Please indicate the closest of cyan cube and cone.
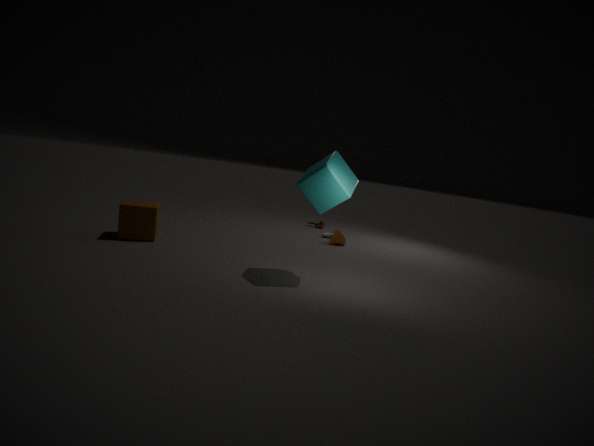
cyan cube
